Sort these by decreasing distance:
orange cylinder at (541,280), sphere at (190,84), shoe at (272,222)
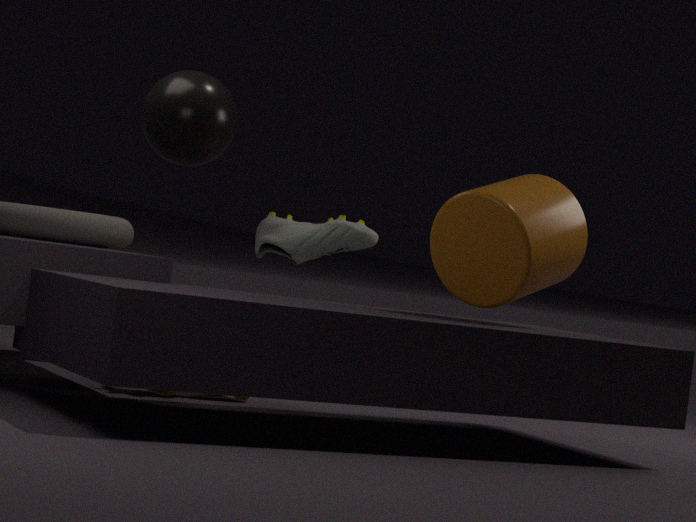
1. shoe at (272,222)
2. sphere at (190,84)
3. orange cylinder at (541,280)
